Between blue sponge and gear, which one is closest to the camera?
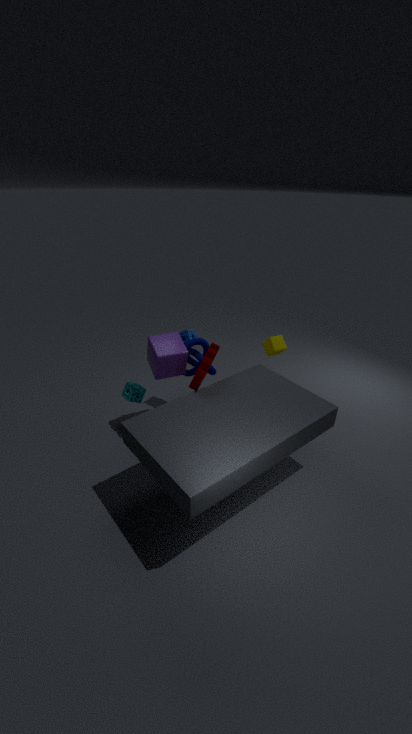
gear
